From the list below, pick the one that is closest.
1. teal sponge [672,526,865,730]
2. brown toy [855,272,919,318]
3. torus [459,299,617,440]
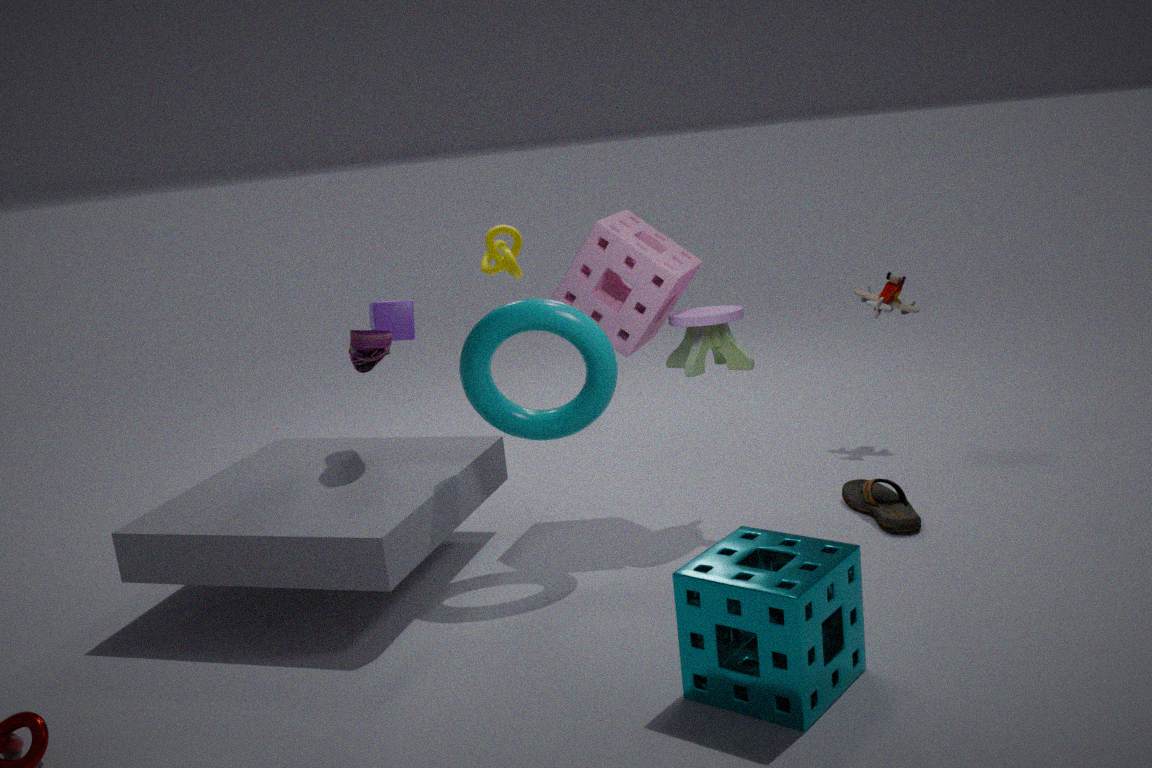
teal sponge [672,526,865,730]
